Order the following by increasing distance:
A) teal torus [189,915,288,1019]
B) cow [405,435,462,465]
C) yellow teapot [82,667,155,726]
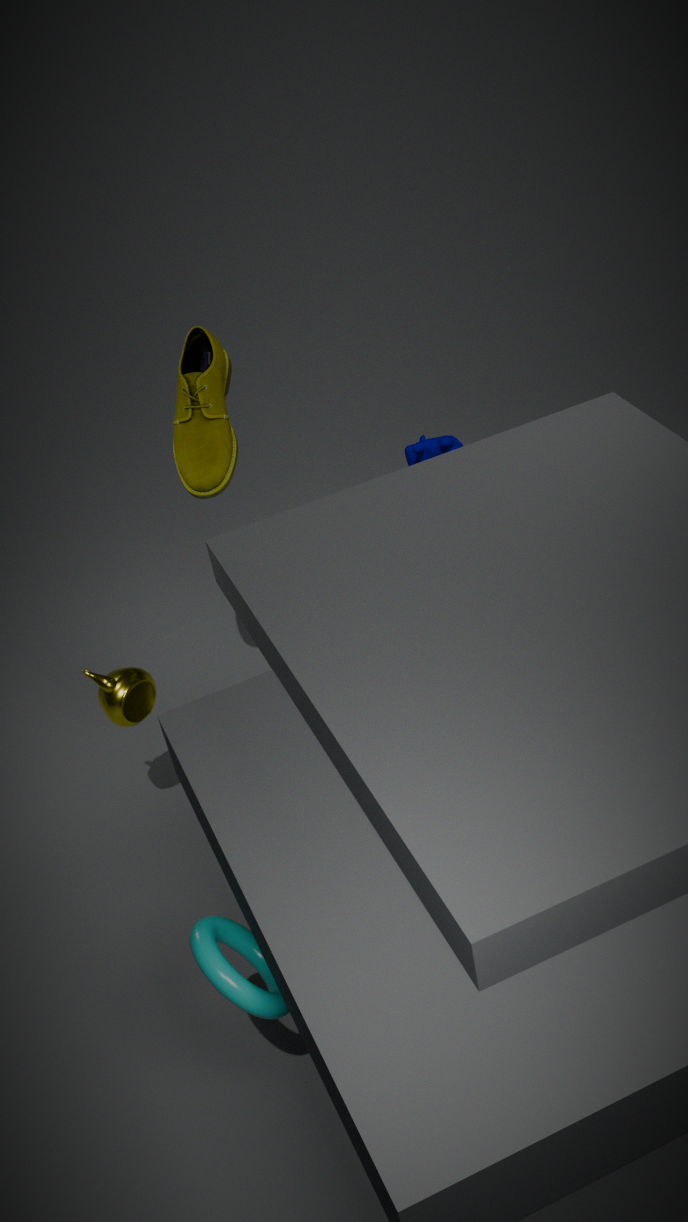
teal torus [189,915,288,1019], yellow teapot [82,667,155,726], cow [405,435,462,465]
